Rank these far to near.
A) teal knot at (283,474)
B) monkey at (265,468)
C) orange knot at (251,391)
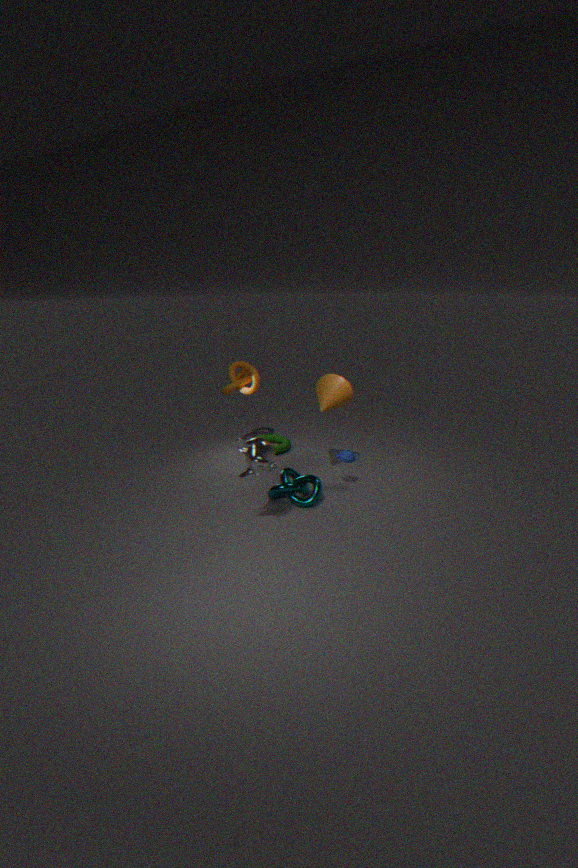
orange knot at (251,391) → teal knot at (283,474) → monkey at (265,468)
